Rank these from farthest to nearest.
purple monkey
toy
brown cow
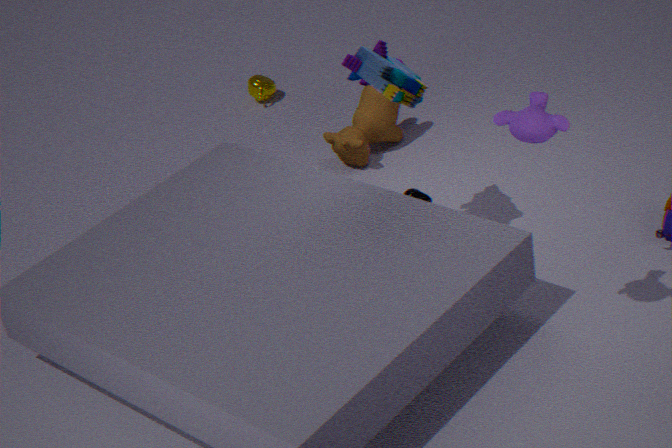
brown cow, toy, purple monkey
